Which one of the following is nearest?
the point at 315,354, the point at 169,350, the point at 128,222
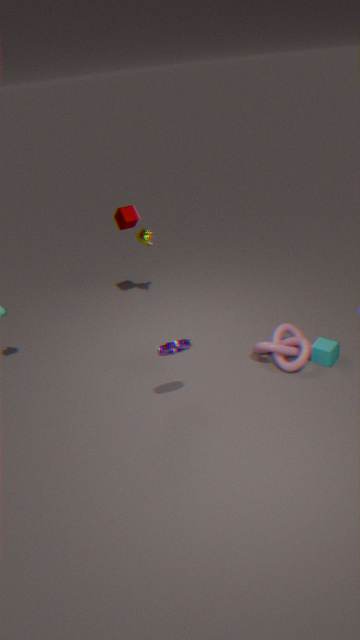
the point at 169,350
